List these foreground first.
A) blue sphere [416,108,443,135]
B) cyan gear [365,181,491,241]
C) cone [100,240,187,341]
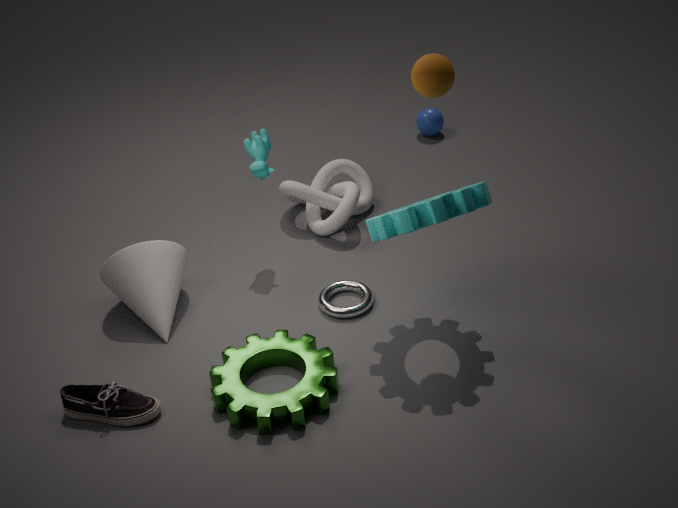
1. cyan gear [365,181,491,241]
2. cone [100,240,187,341]
3. blue sphere [416,108,443,135]
